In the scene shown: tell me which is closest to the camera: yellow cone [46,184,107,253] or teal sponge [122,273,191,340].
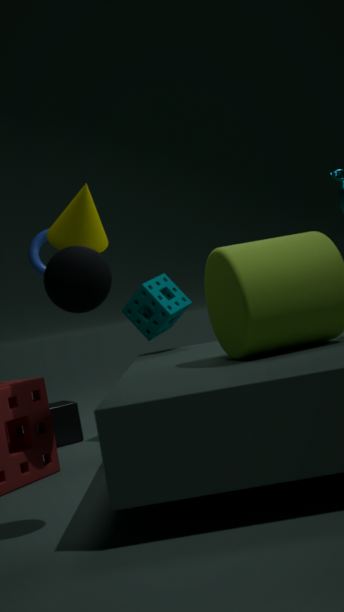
yellow cone [46,184,107,253]
